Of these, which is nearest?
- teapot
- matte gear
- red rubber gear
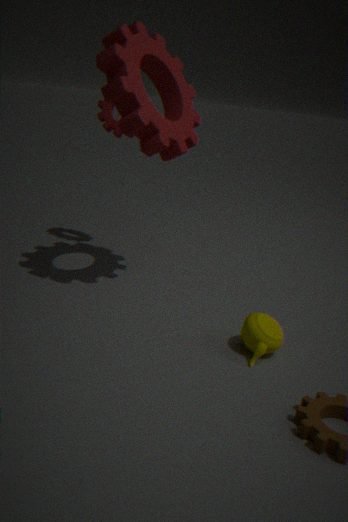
teapot
